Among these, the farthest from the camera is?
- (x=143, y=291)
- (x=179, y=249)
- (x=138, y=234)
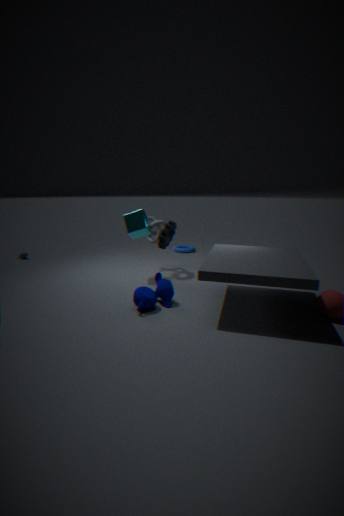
(x=179, y=249)
